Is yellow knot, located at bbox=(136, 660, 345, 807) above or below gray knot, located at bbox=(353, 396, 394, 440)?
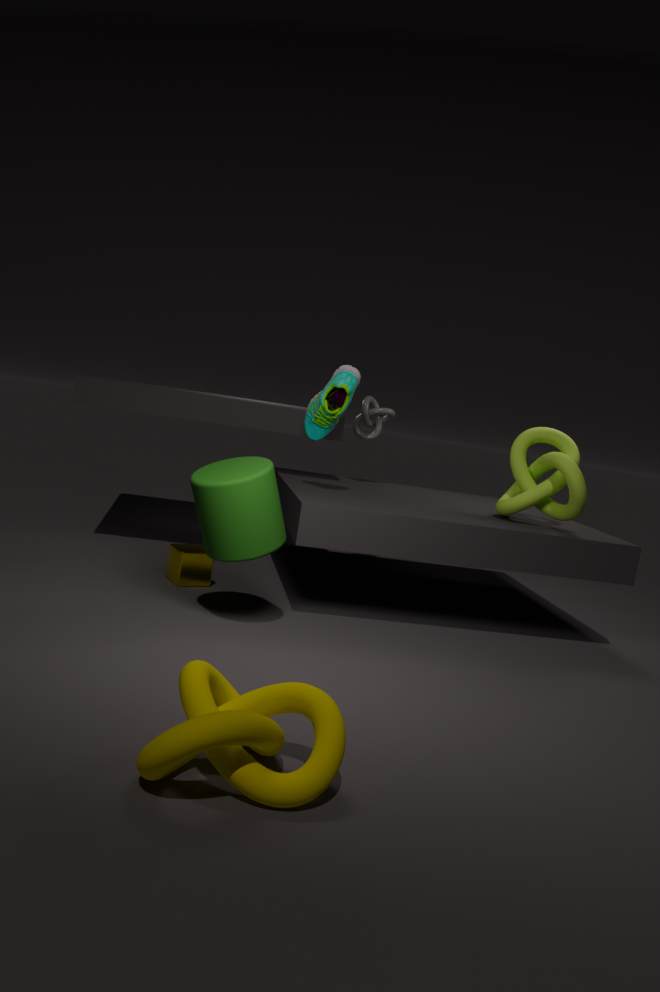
below
